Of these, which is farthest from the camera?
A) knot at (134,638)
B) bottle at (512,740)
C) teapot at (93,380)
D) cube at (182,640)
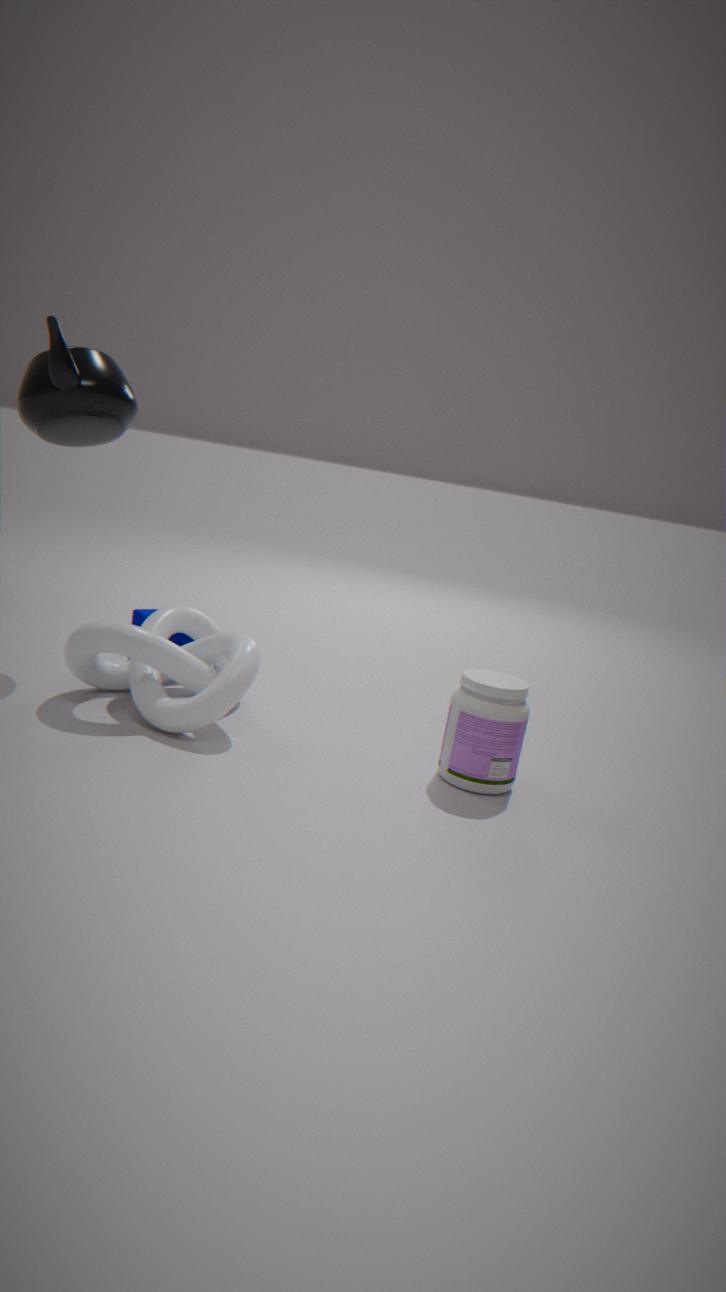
cube at (182,640)
